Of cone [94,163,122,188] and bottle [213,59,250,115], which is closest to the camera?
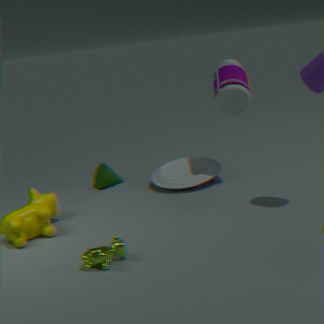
bottle [213,59,250,115]
